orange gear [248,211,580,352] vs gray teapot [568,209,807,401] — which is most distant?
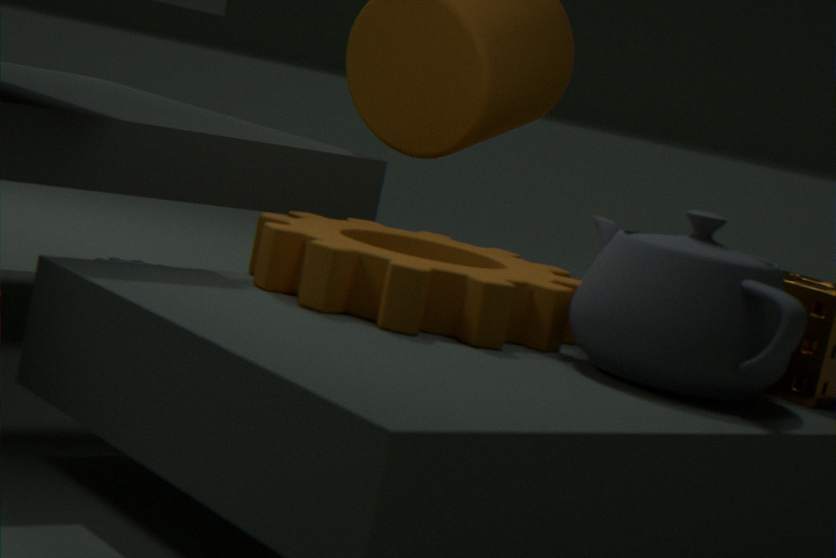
orange gear [248,211,580,352]
